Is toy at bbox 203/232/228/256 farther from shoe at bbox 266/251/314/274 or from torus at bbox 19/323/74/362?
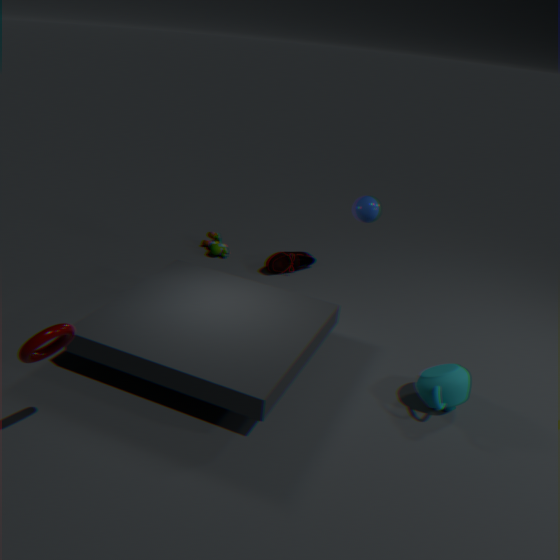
torus at bbox 19/323/74/362
